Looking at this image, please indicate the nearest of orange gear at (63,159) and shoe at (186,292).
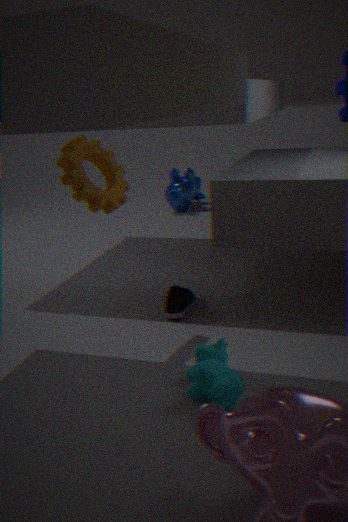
orange gear at (63,159)
